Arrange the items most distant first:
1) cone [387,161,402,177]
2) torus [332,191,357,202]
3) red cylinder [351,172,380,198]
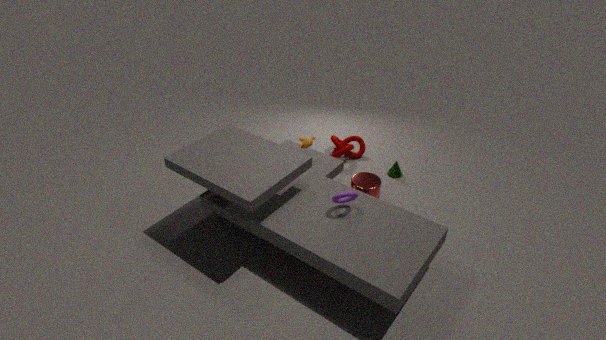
1. 1. cone [387,161,402,177]
2. 3. red cylinder [351,172,380,198]
3. 2. torus [332,191,357,202]
